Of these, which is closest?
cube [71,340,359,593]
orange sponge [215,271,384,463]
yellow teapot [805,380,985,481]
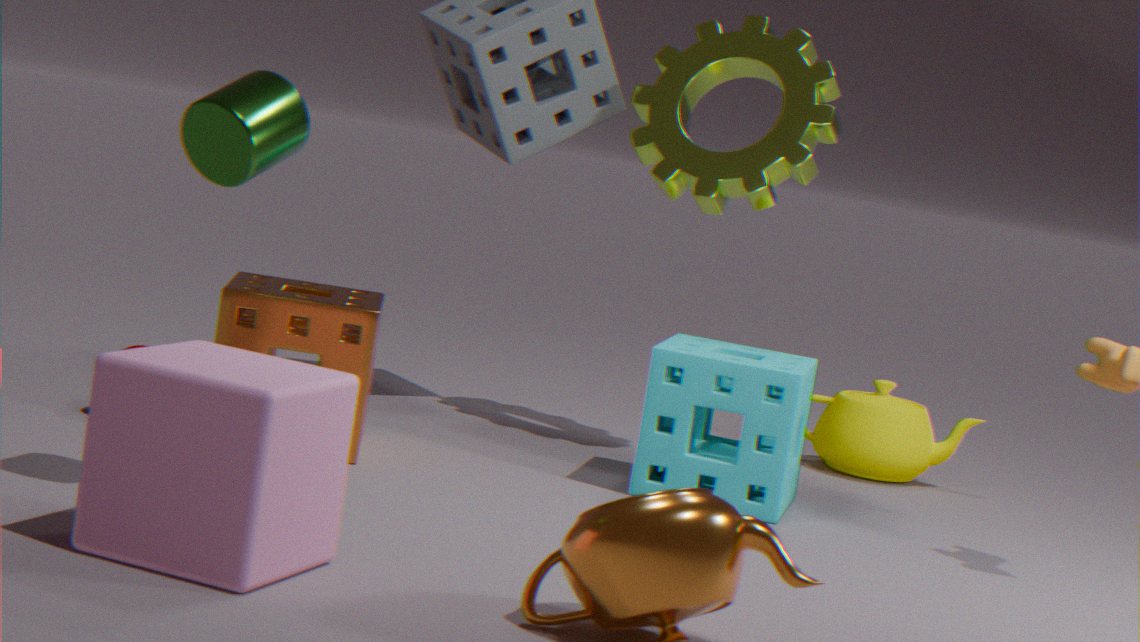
cube [71,340,359,593]
